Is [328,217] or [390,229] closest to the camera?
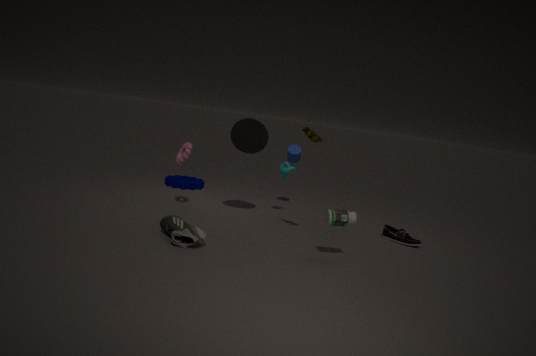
[328,217]
